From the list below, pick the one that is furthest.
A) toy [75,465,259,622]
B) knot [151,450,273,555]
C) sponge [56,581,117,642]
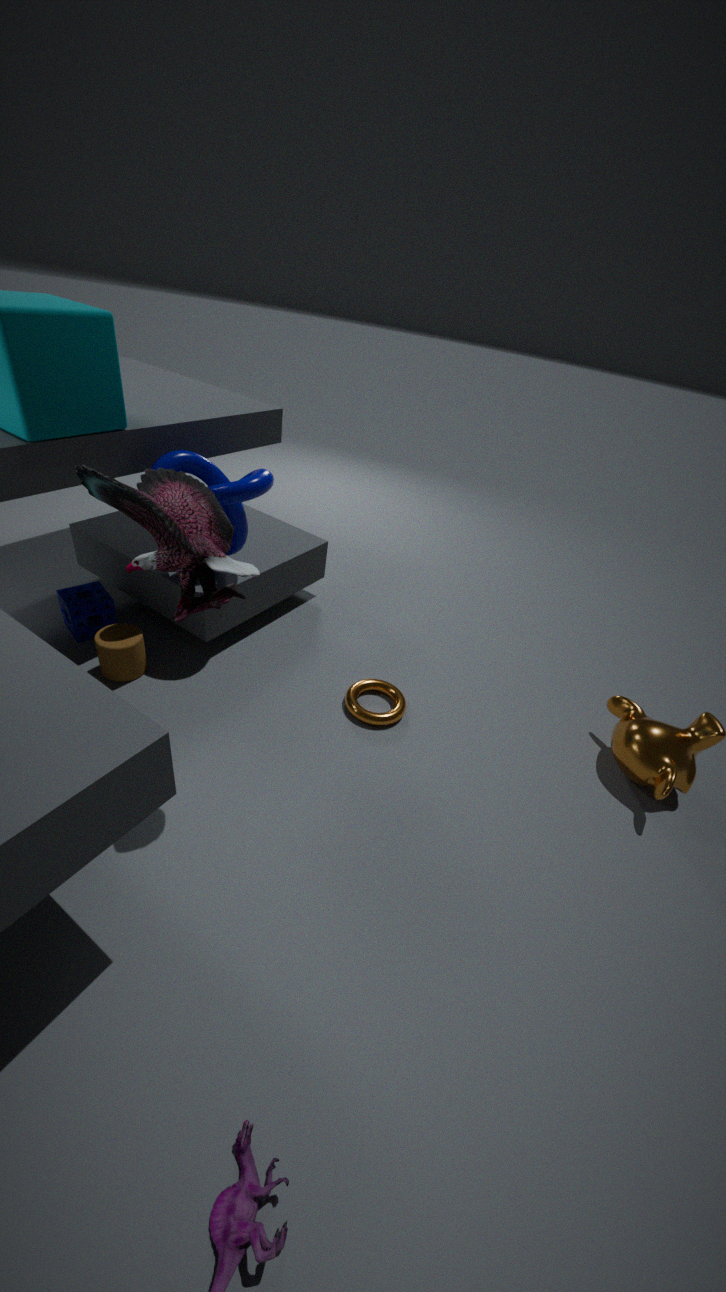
sponge [56,581,117,642]
